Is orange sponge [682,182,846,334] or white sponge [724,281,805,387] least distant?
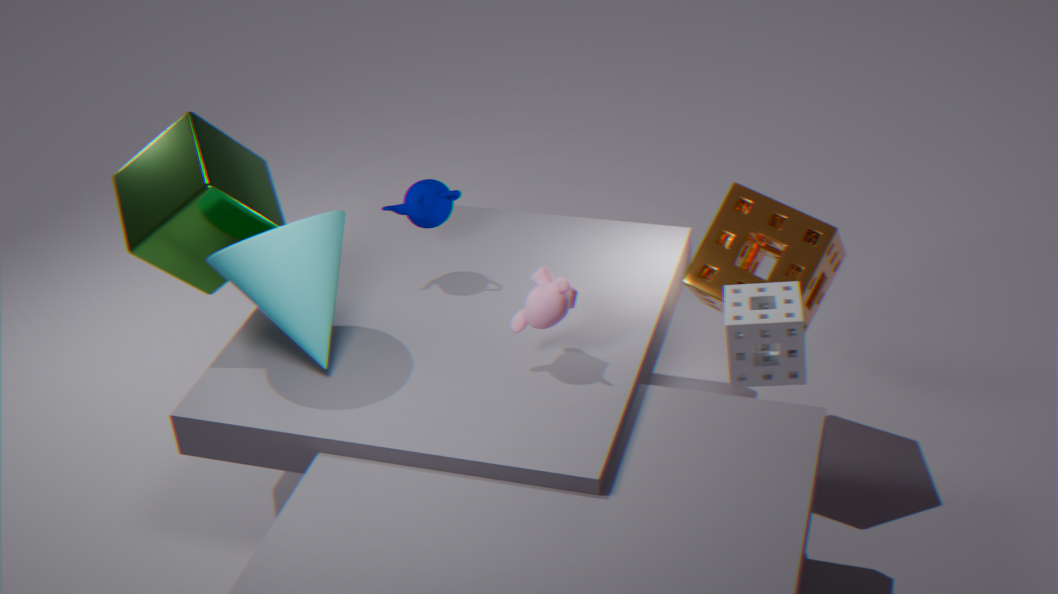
white sponge [724,281,805,387]
